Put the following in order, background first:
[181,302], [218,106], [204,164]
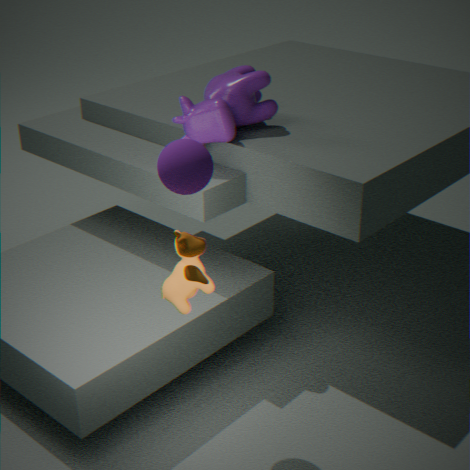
[218,106] → [204,164] → [181,302]
